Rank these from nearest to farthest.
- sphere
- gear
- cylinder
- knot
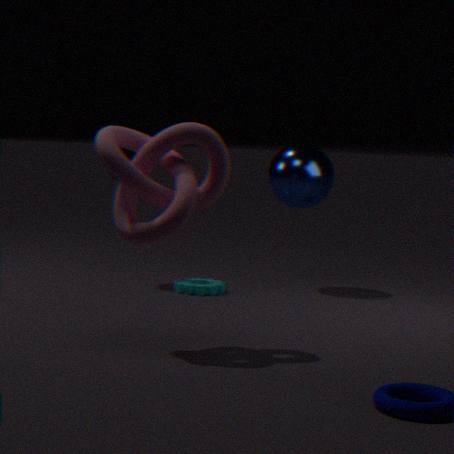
knot < gear < sphere < cylinder
